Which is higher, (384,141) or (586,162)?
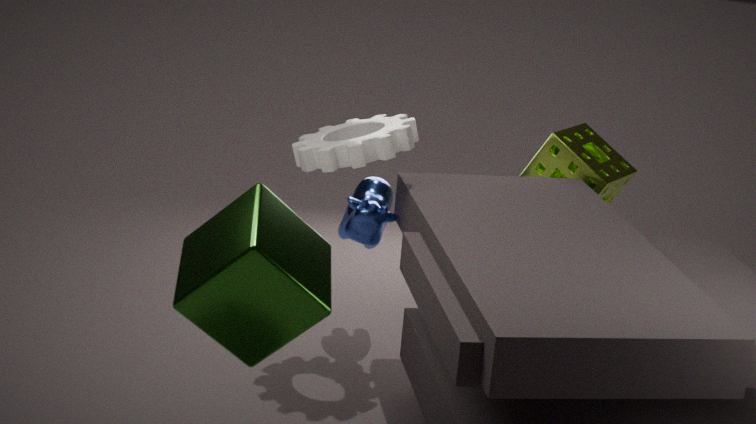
(384,141)
